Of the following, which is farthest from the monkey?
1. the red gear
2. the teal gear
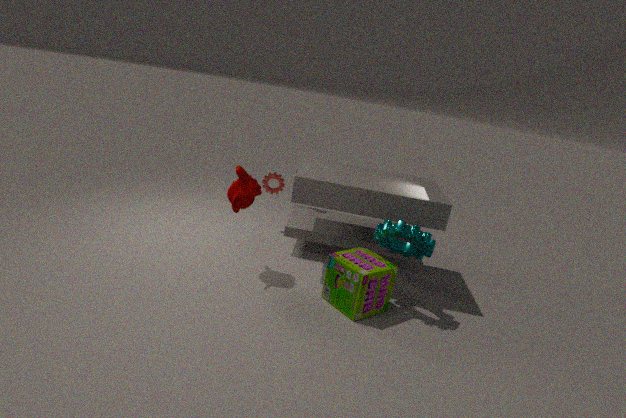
the teal gear
